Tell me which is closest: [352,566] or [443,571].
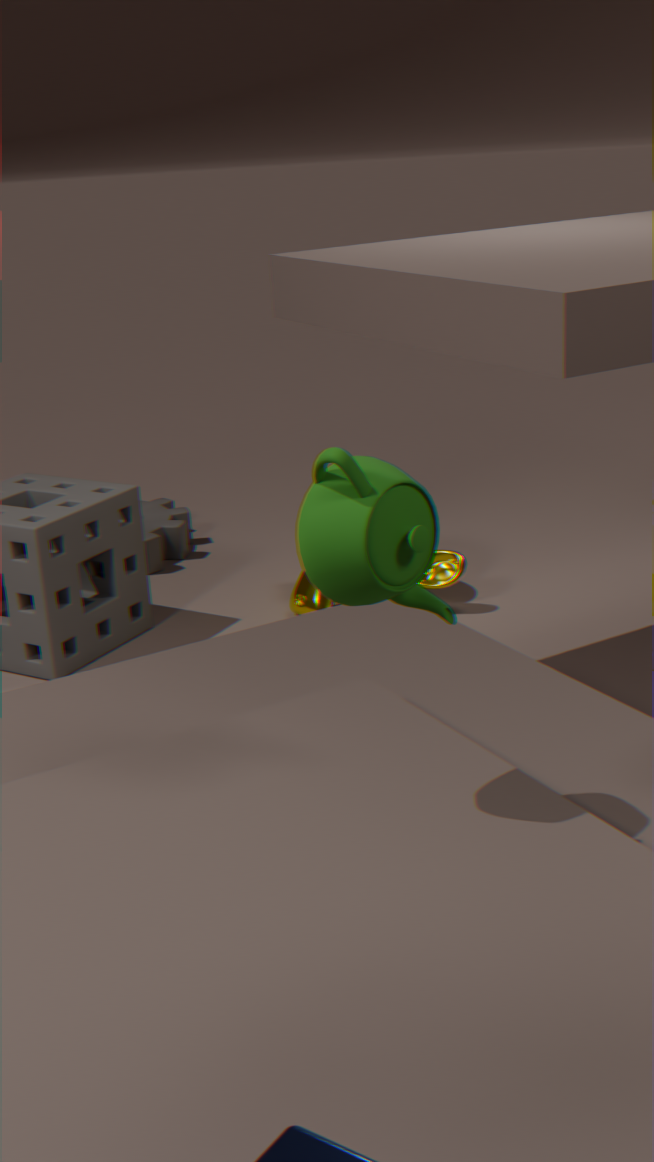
[352,566]
